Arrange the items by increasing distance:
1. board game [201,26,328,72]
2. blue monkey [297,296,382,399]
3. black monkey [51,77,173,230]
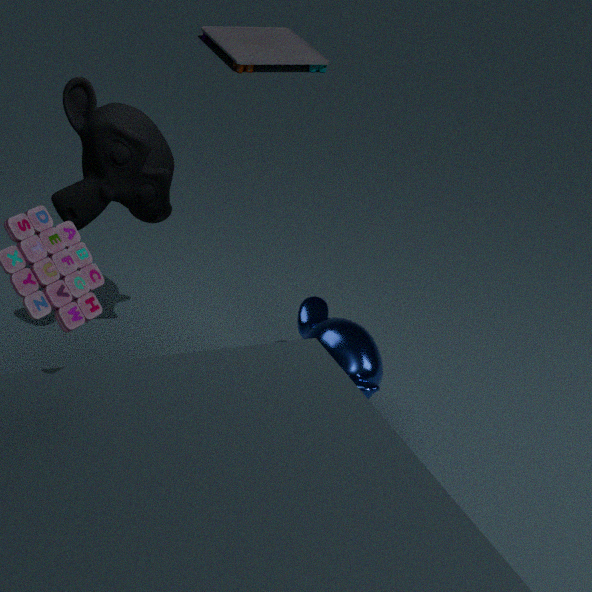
1. black monkey [51,77,173,230]
2. blue monkey [297,296,382,399]
3. board game [201,26,328,72]
